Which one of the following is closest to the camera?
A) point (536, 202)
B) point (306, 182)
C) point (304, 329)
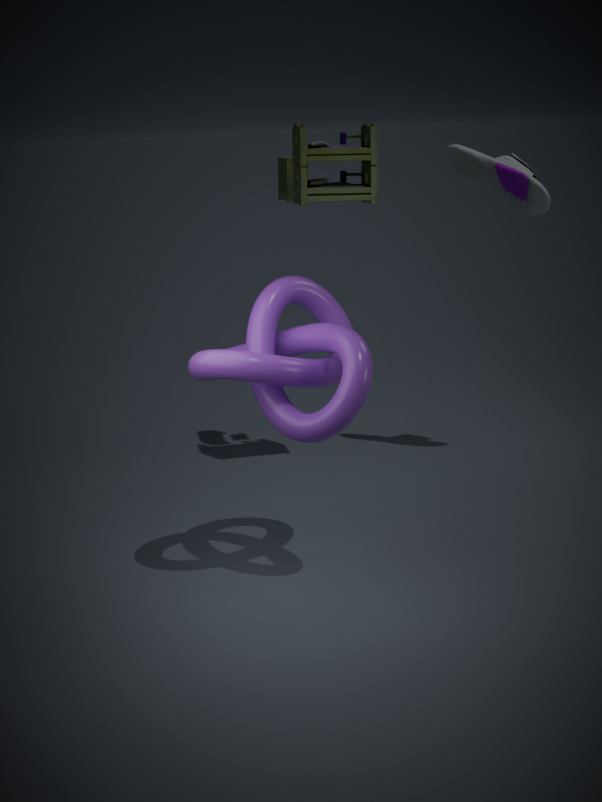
Answer: point (304, 329)
